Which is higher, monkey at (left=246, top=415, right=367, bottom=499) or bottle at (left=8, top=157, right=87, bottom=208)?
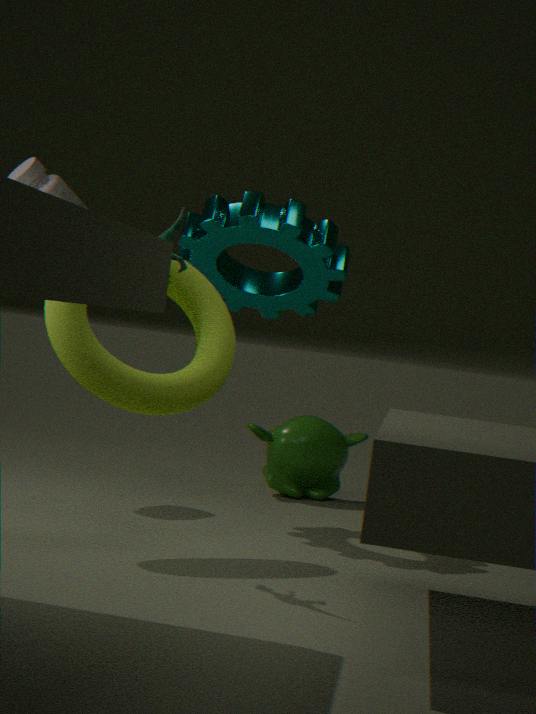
bottle at (left=8, top=157, right=87, bottom=208)
